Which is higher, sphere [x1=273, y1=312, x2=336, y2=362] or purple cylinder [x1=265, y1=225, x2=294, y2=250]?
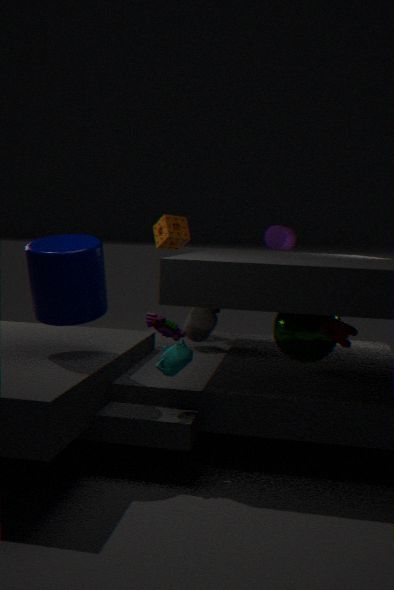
purple cylinder [x1=265, y1=225, x2=294, y2=250]
